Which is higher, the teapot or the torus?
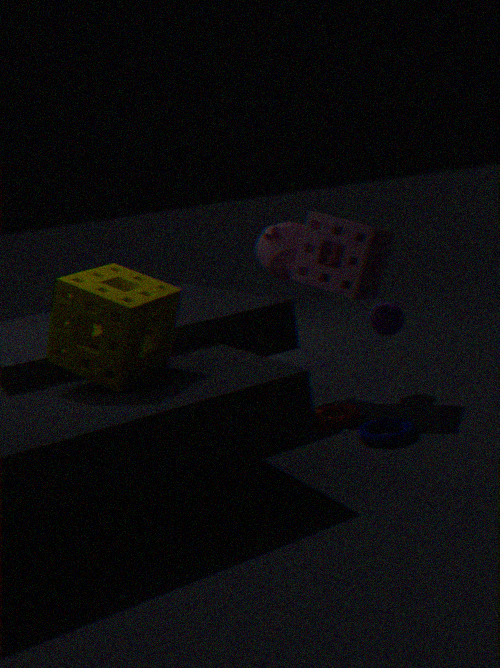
the teapot
